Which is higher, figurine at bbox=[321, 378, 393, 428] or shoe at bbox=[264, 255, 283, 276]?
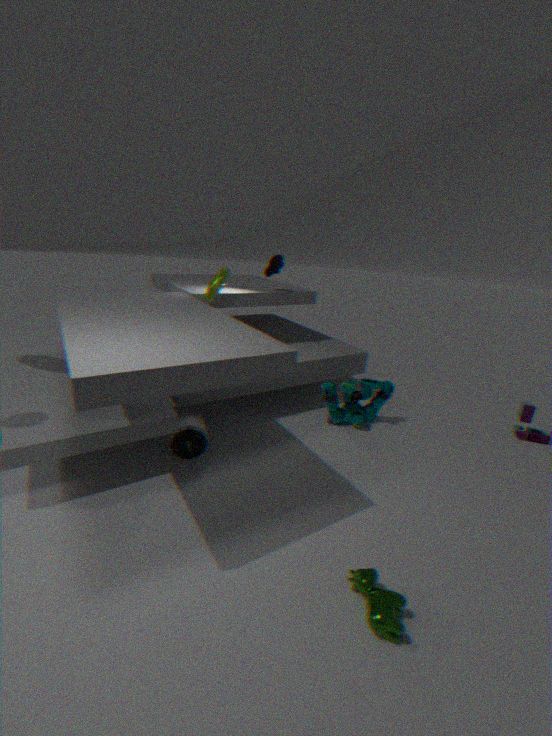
shoe at bbox=[264, 255, 283, 276]
